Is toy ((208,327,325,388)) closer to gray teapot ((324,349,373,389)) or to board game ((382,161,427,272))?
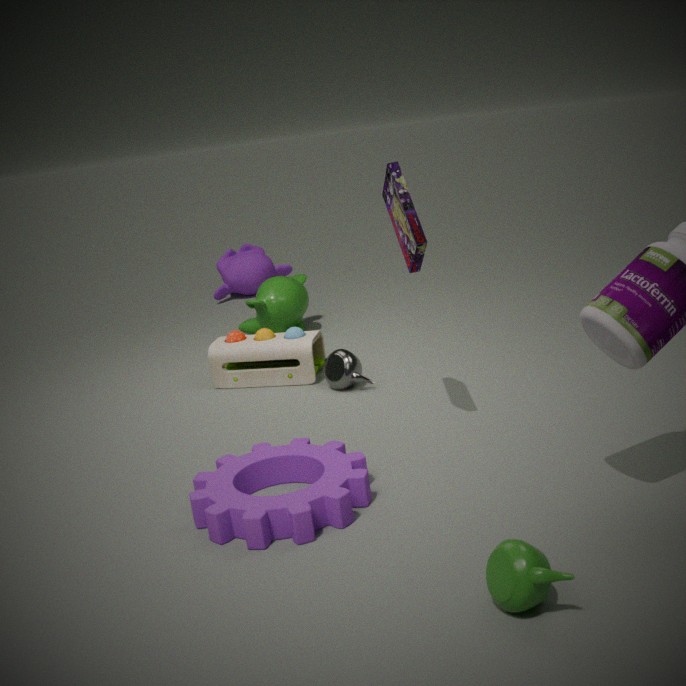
gray teapot ((324,349,373,389))
